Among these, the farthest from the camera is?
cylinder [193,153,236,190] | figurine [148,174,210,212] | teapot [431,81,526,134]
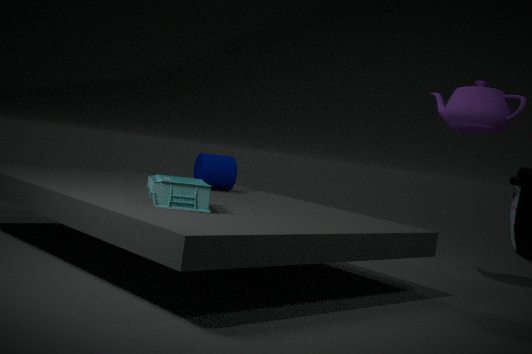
cylinder [193,153,236,190]
